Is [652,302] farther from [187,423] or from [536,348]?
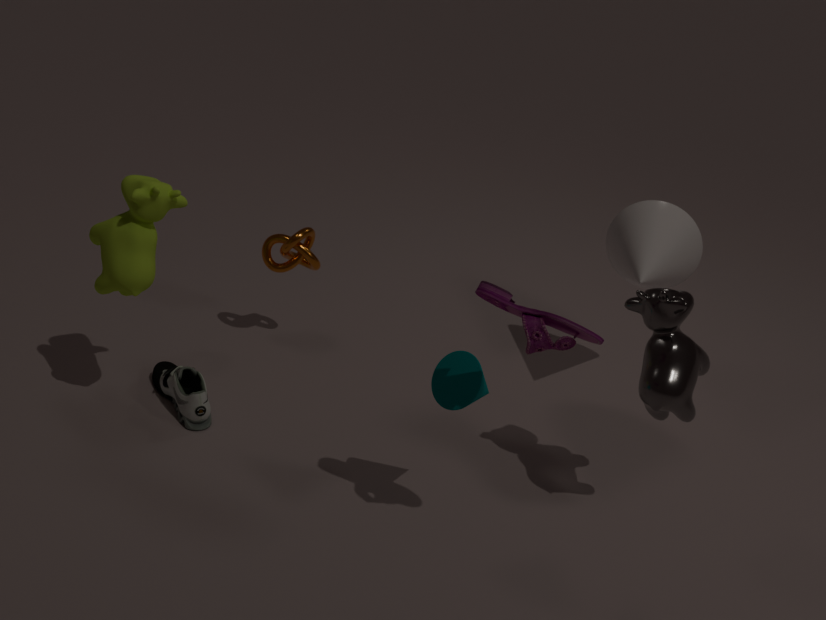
[187,423]
